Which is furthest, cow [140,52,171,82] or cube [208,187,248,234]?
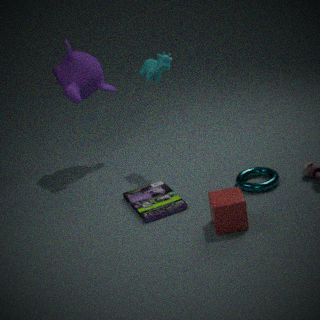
cow [140,52,171,82]
